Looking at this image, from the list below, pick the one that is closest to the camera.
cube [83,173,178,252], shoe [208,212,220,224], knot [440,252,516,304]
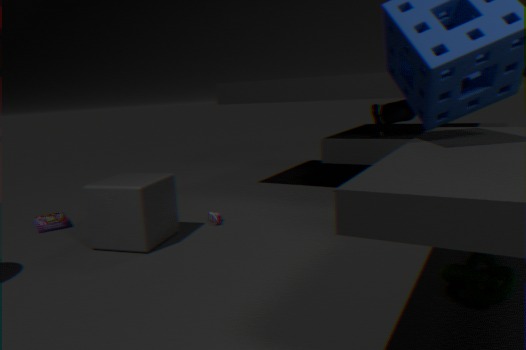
knot [440,252,516,304]
